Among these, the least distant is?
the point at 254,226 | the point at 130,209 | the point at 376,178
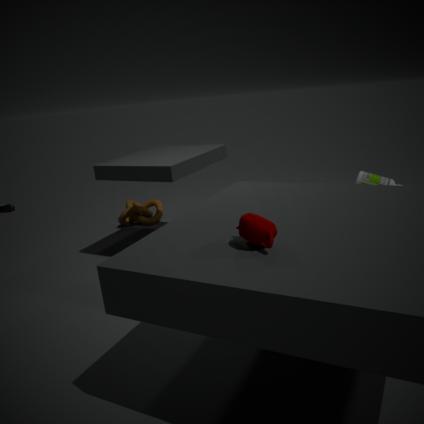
the point at 254,226
